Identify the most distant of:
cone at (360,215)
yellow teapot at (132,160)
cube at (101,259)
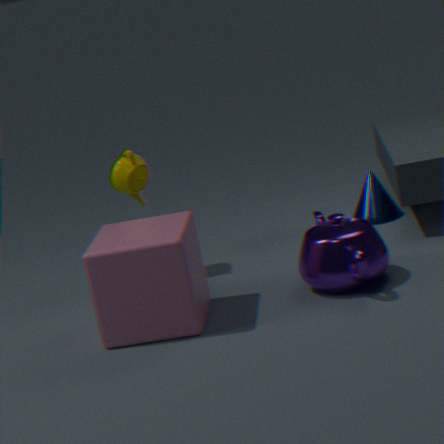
cone at (360,215)
